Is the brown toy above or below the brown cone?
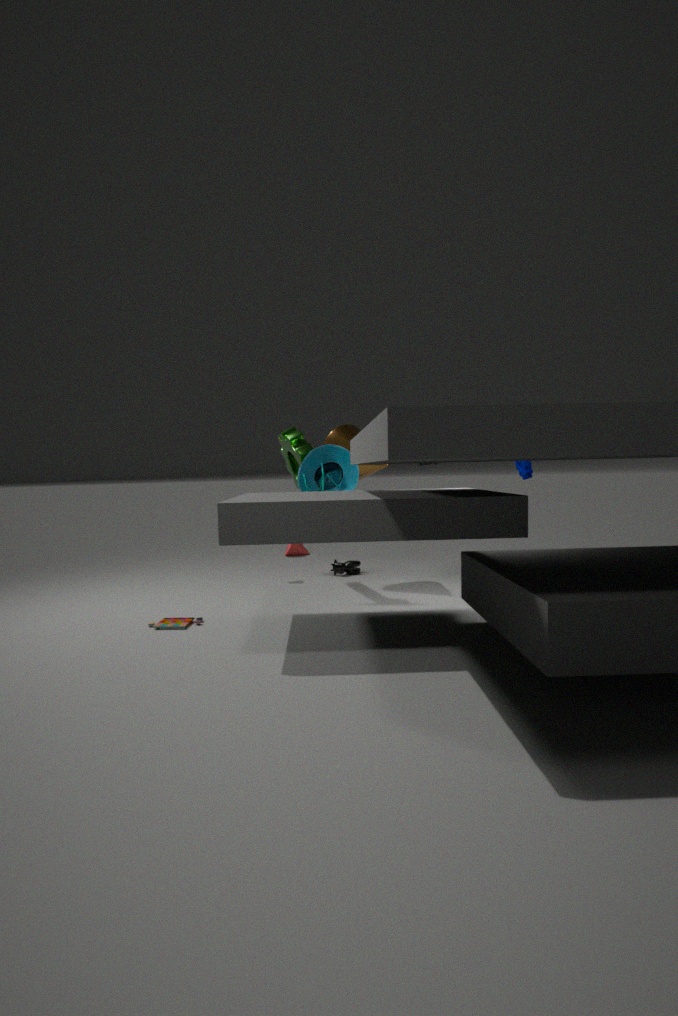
below
